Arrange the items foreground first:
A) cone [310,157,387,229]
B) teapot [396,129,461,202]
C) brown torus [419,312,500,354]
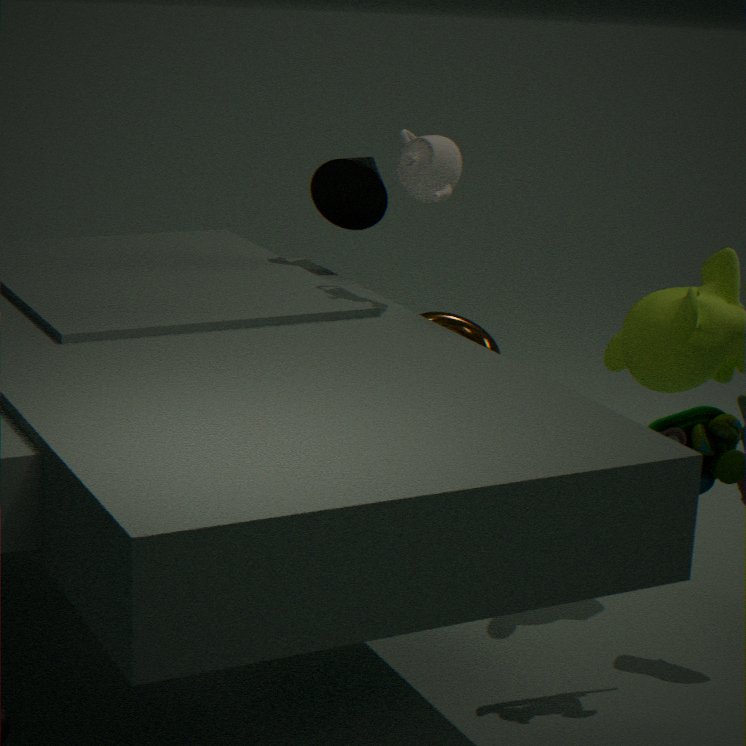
teapot [396,129,461,202] → brown torus [419,312,500,354] → cone [310,157,387,229]
